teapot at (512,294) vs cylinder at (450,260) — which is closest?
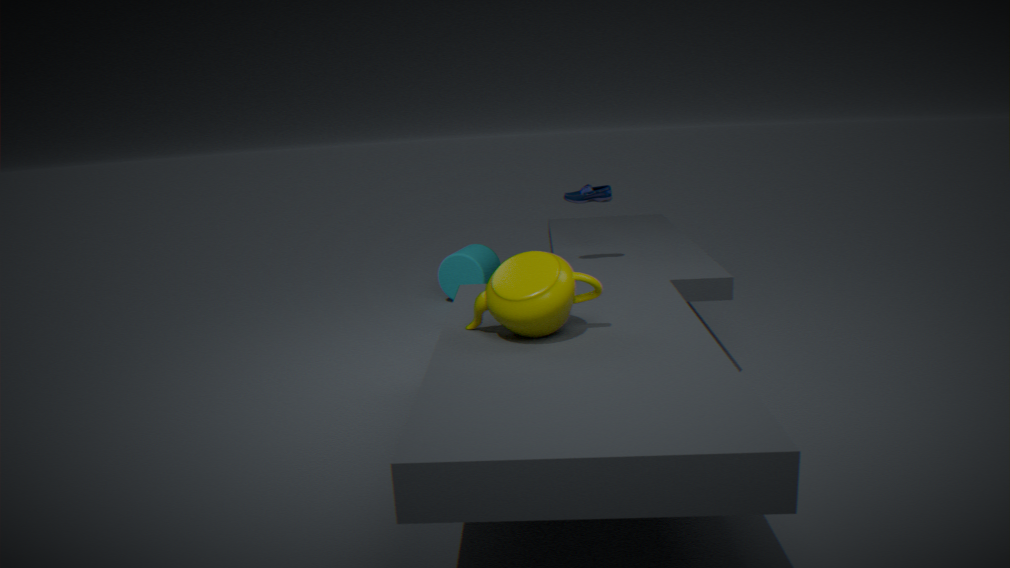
teapot at (512,294)
